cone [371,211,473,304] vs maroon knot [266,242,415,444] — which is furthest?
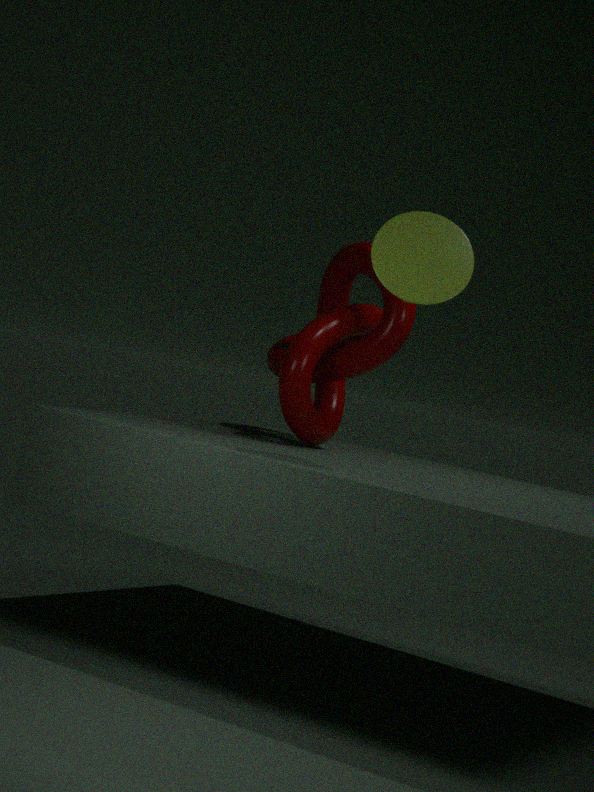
maroon knot [266,242,415,444]
